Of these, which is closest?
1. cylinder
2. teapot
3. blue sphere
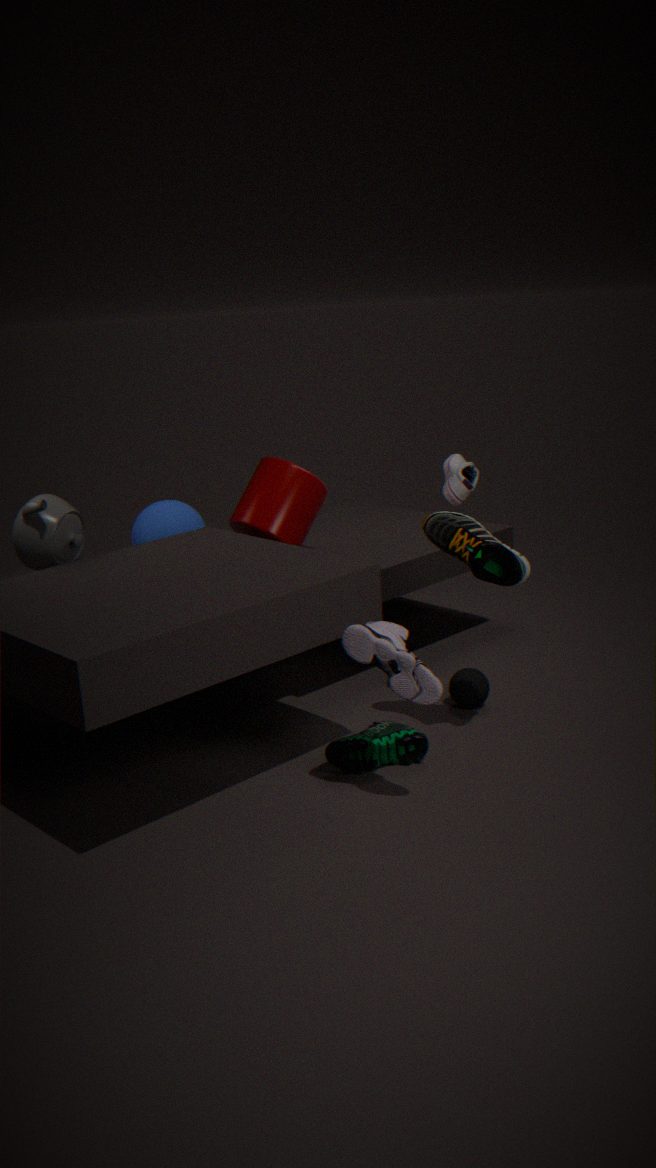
teapot
